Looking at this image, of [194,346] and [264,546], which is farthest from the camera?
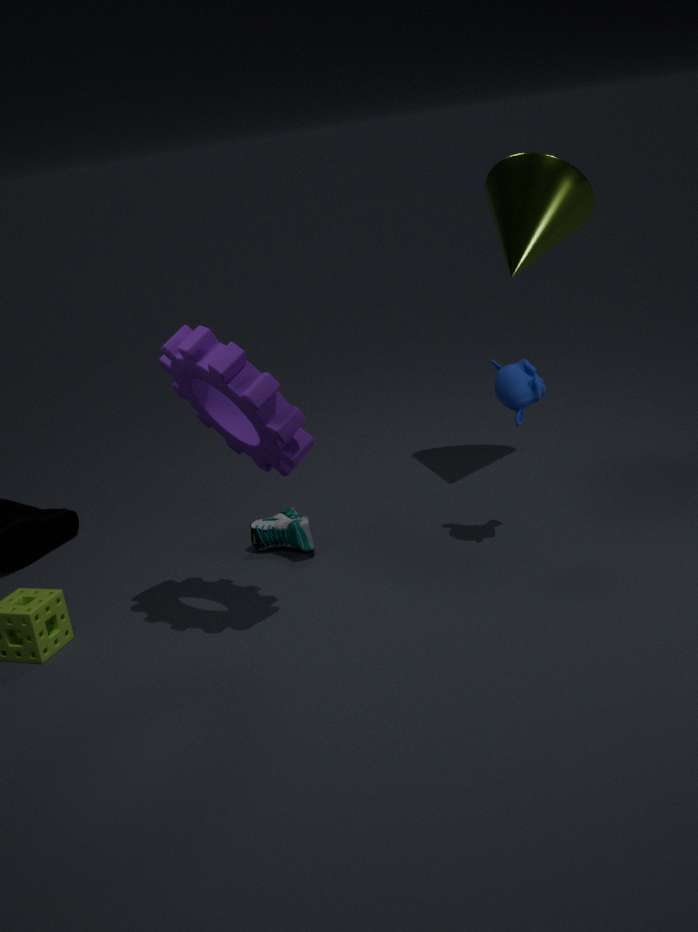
[264,546]
